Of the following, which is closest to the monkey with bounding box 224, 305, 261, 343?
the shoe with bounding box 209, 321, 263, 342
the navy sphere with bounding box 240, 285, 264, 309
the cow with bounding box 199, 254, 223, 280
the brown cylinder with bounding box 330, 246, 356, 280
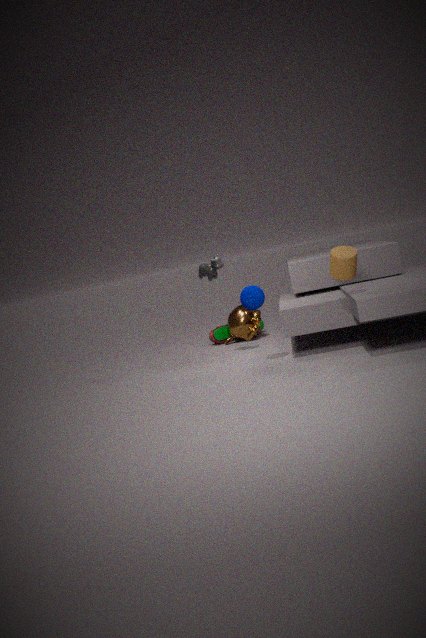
the shoe with bounding box 209, 321, 263, 342
